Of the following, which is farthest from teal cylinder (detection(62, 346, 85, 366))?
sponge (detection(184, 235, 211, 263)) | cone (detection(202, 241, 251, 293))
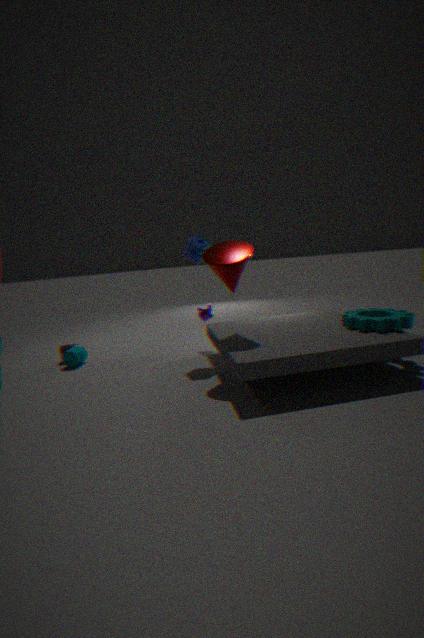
cone (detection(202, 241, 251, 293))
